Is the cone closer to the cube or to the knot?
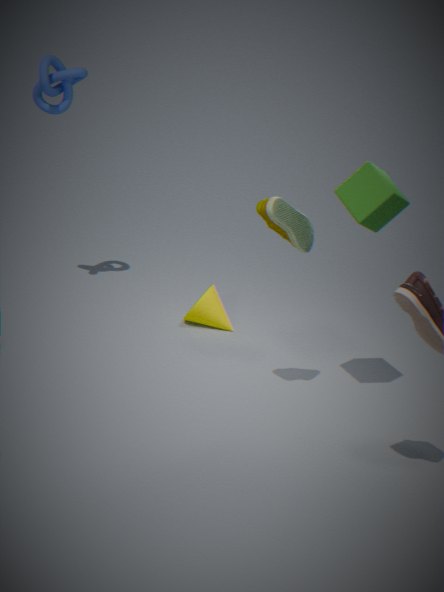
the cube
